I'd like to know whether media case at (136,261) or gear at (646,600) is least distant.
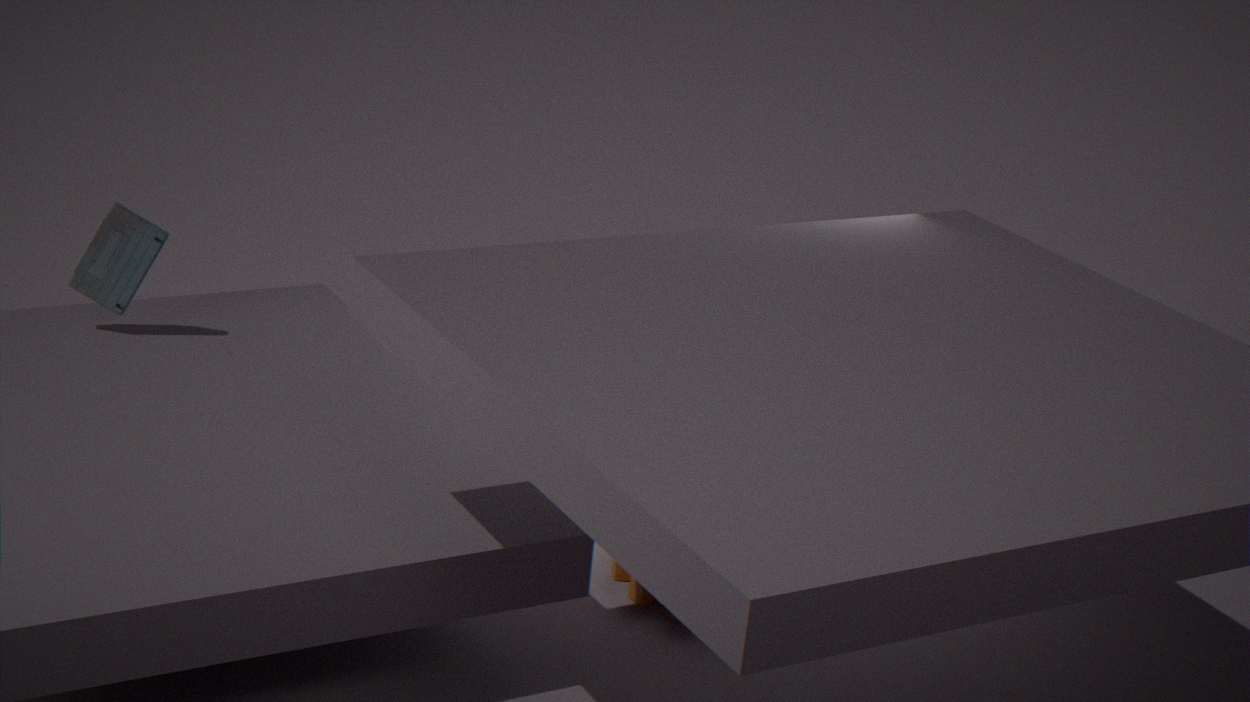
gear at (646,600)
